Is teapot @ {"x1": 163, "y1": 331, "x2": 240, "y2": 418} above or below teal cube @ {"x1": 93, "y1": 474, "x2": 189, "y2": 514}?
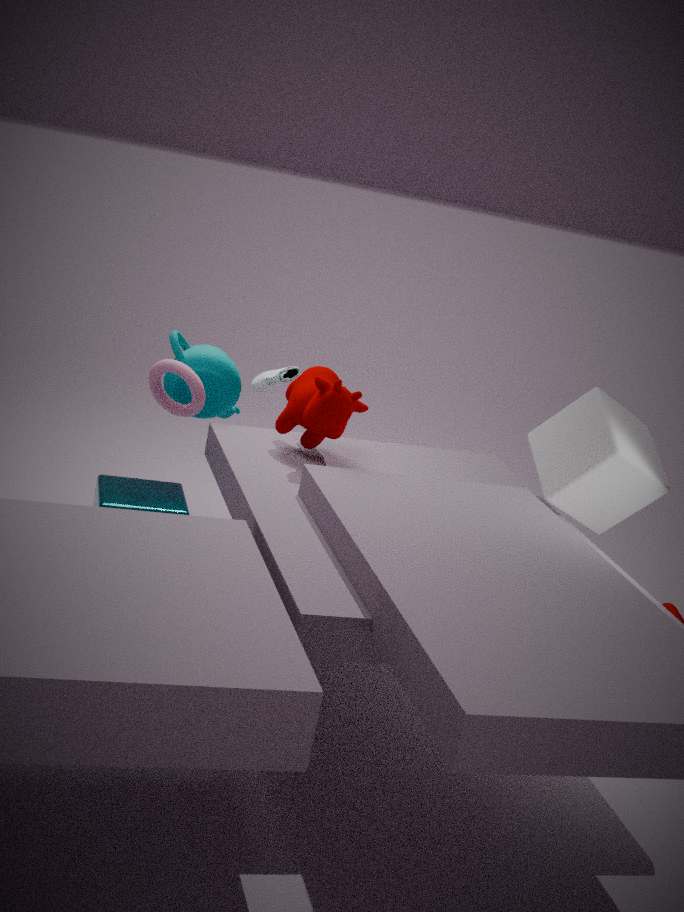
above
